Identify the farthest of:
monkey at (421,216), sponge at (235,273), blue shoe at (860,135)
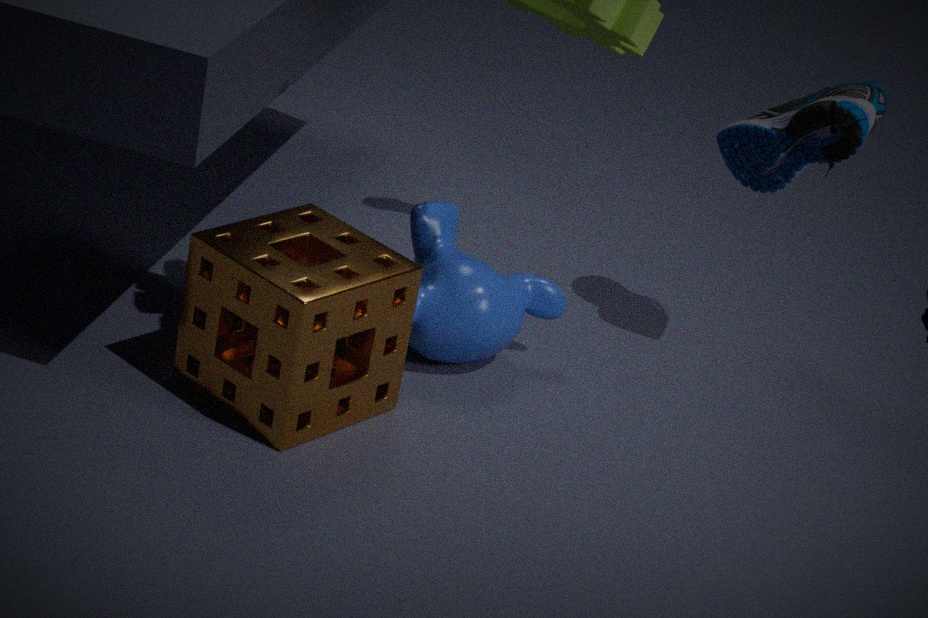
blue shoe at (860,135)
